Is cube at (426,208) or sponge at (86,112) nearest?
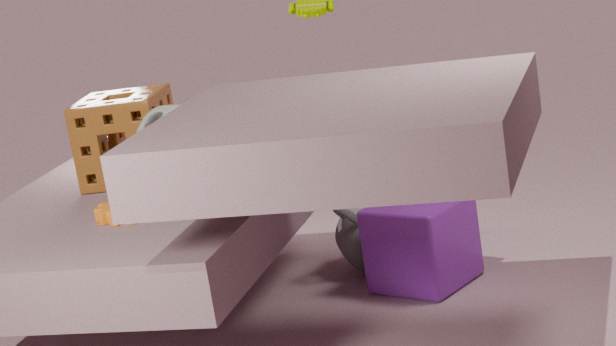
cube at (426,208)
